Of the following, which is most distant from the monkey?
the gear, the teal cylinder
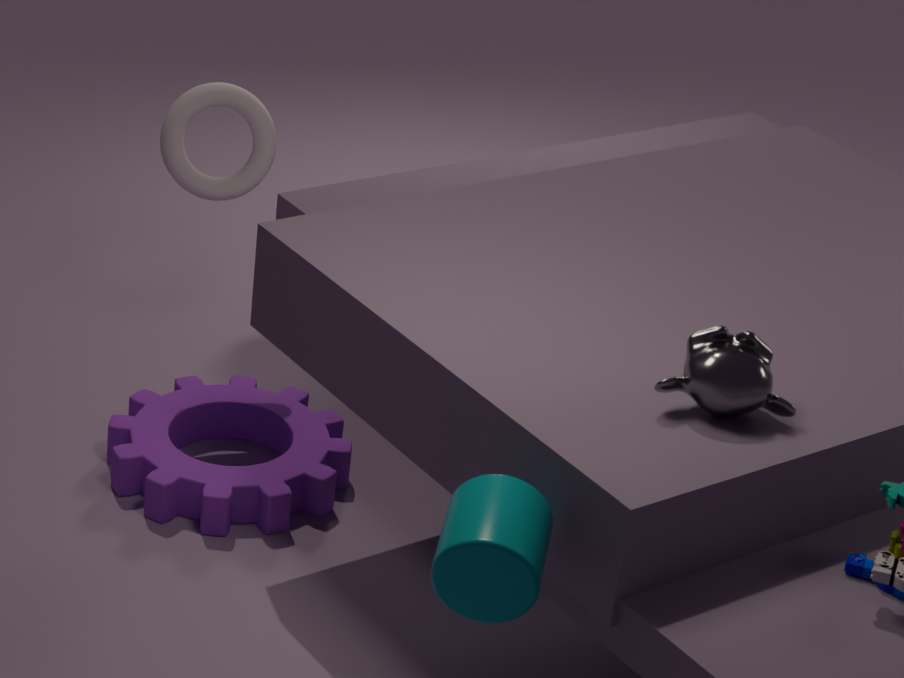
the gear
